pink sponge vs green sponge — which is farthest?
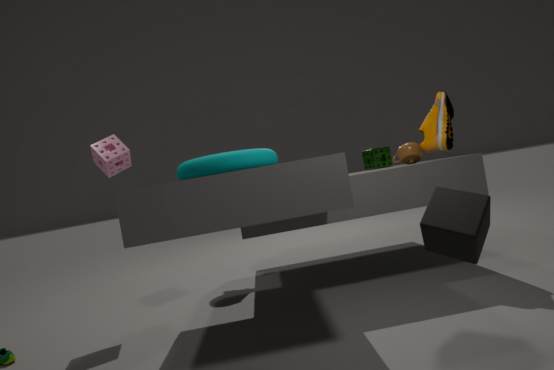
green sponge
